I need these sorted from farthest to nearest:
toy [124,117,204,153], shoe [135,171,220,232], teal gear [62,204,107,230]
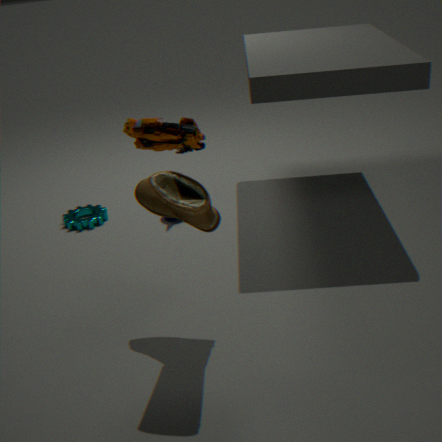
teal gear [62,204,107,230], shoe [135,171,220,232], toy [124,117,204,153]
